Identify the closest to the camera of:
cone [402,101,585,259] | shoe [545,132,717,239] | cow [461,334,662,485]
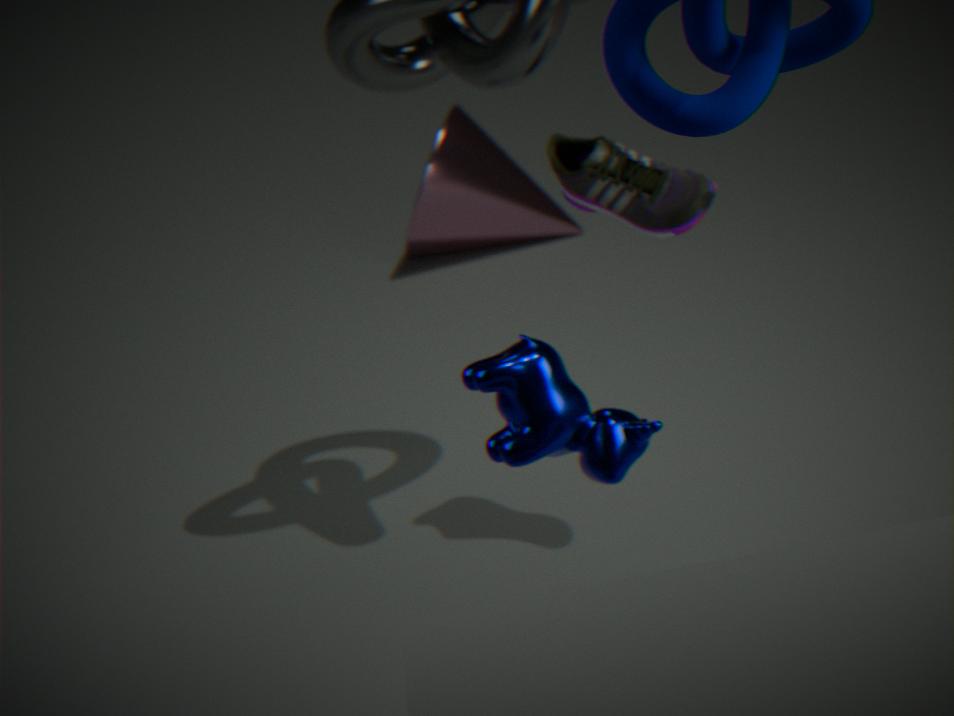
cow [461,334,662,485]
